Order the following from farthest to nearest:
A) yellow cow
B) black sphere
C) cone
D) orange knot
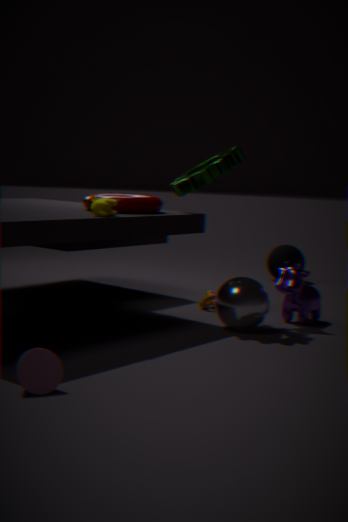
1. black sphere
2. orange knot
3. yellow cow
4. cone
